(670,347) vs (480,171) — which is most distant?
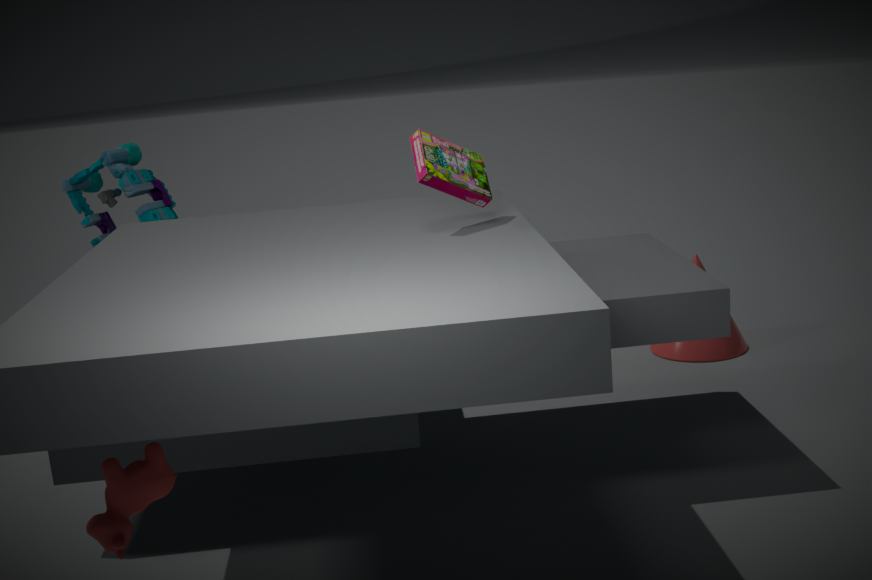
(670,347)
